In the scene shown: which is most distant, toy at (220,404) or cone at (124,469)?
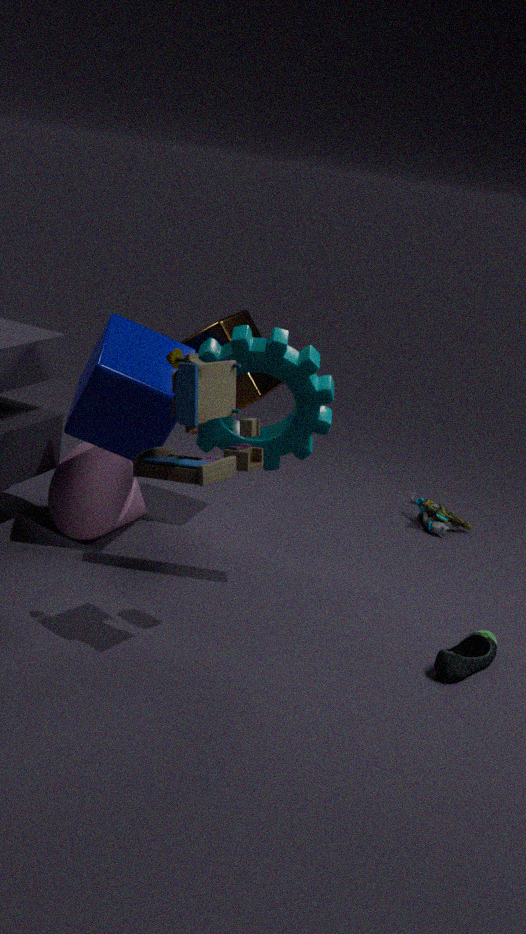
cone at (124,469)
